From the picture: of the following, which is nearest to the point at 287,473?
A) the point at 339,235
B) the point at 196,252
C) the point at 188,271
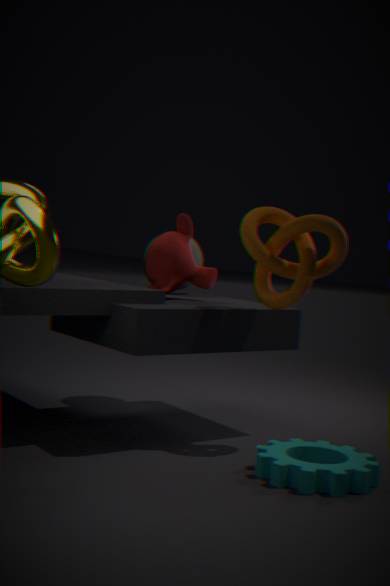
the point at 339,235
